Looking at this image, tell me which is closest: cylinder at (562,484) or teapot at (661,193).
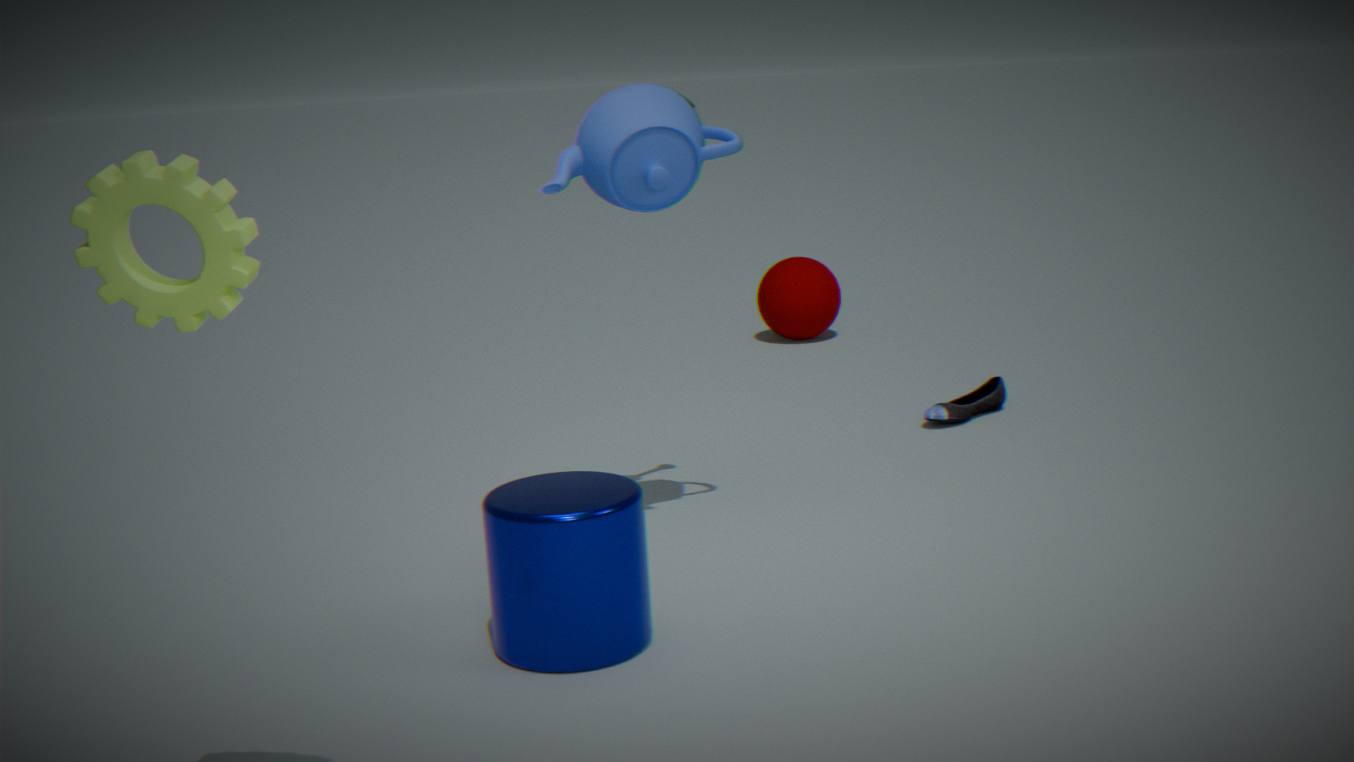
cylinder at (562,484)
